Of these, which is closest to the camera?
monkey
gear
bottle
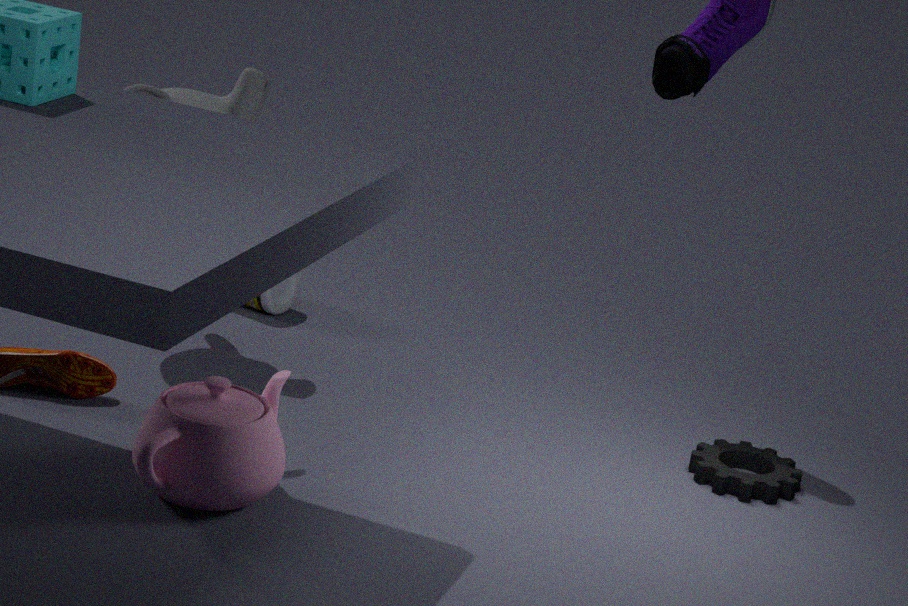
gear
